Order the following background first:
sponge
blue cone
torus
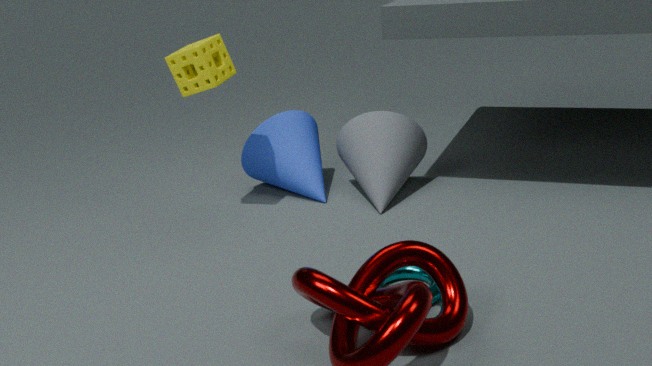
blue cone
sponge
torus
